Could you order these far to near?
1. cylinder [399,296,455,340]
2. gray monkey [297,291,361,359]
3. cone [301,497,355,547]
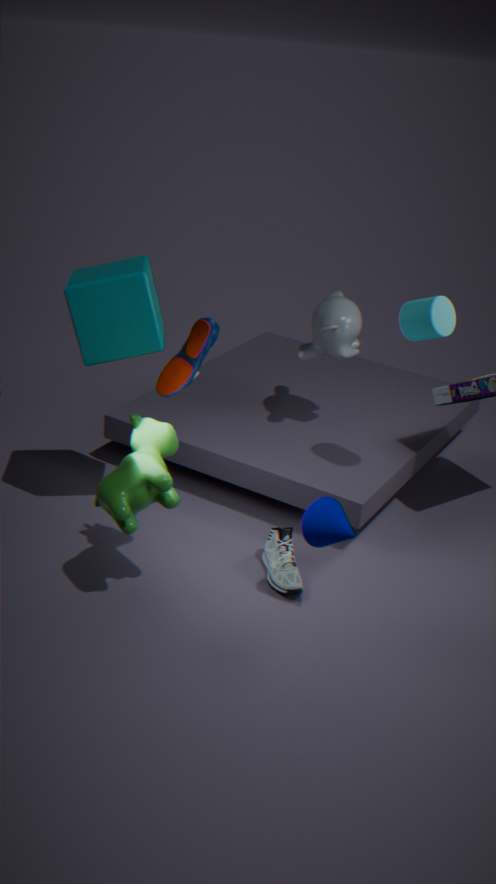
gray monkey [297,291,361,359] → cylinder [399,296,455,340] → cone [301,497,355,547]
